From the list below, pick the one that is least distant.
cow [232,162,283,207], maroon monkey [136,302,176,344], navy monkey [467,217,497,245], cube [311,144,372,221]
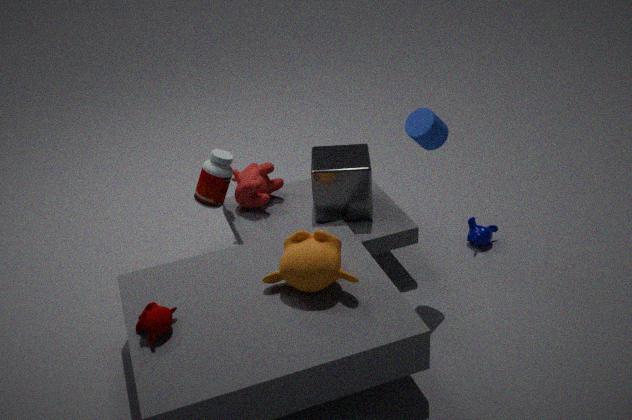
maroon monkey [136,302,176,344]
